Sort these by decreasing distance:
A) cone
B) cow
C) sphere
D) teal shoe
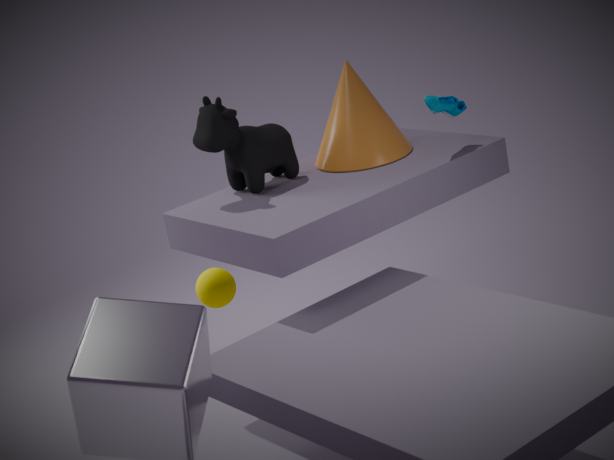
sphere, cone, teal shoe, cow
